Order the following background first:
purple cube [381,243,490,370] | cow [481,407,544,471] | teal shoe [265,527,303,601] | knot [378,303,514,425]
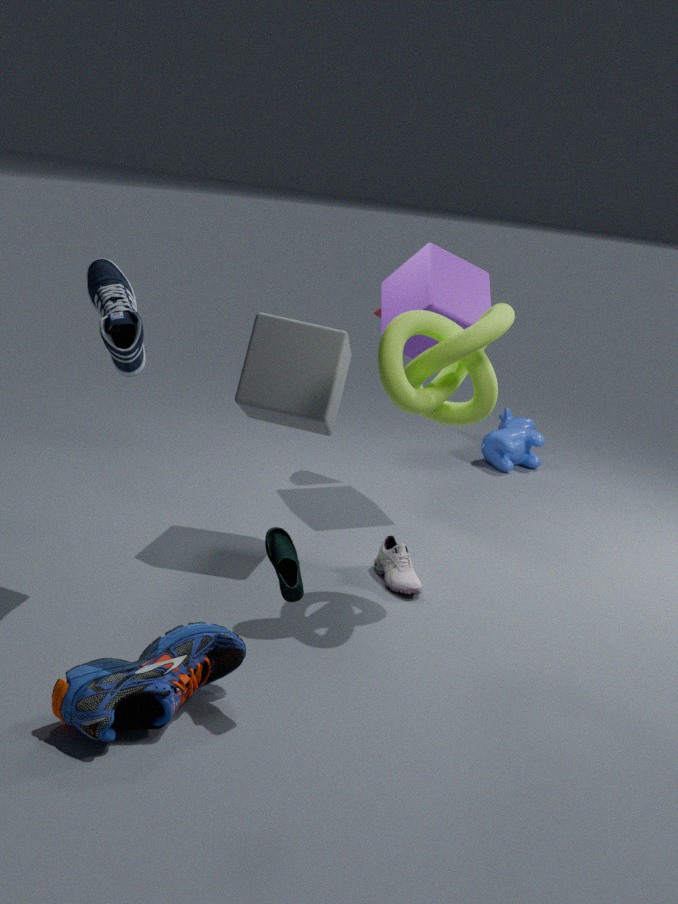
cow [481,407,544,471] < purple cube [381,243,490,370] < knot [378,303,514,425] < teal shoe [265,527,303,601]
